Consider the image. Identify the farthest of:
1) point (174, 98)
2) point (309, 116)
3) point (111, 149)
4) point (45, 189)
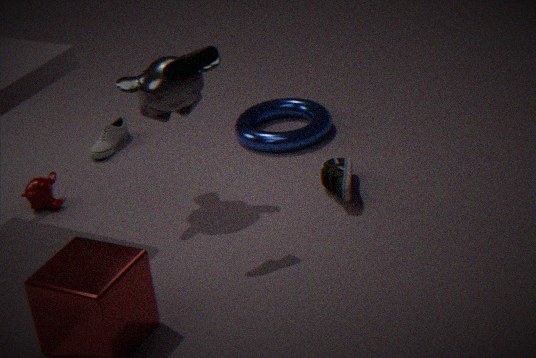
2. point (309, 116)
